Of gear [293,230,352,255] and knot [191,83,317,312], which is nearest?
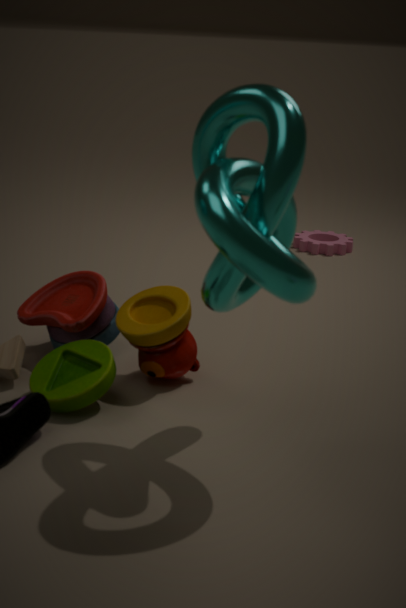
knot [191,83,317,312]
